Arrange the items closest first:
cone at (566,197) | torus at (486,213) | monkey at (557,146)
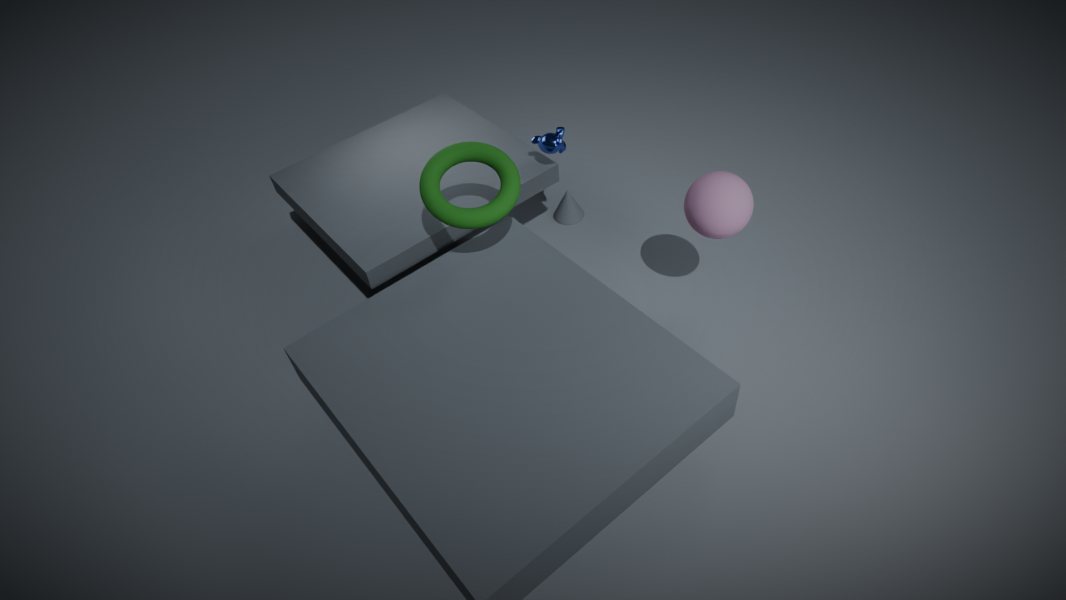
torus at (486,213)
monkey at (557,146)
cone at (566,197)
